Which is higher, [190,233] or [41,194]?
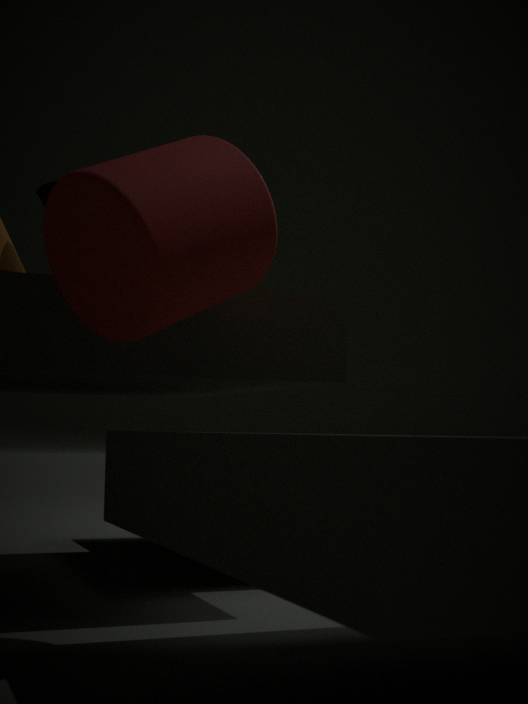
[41,194]
